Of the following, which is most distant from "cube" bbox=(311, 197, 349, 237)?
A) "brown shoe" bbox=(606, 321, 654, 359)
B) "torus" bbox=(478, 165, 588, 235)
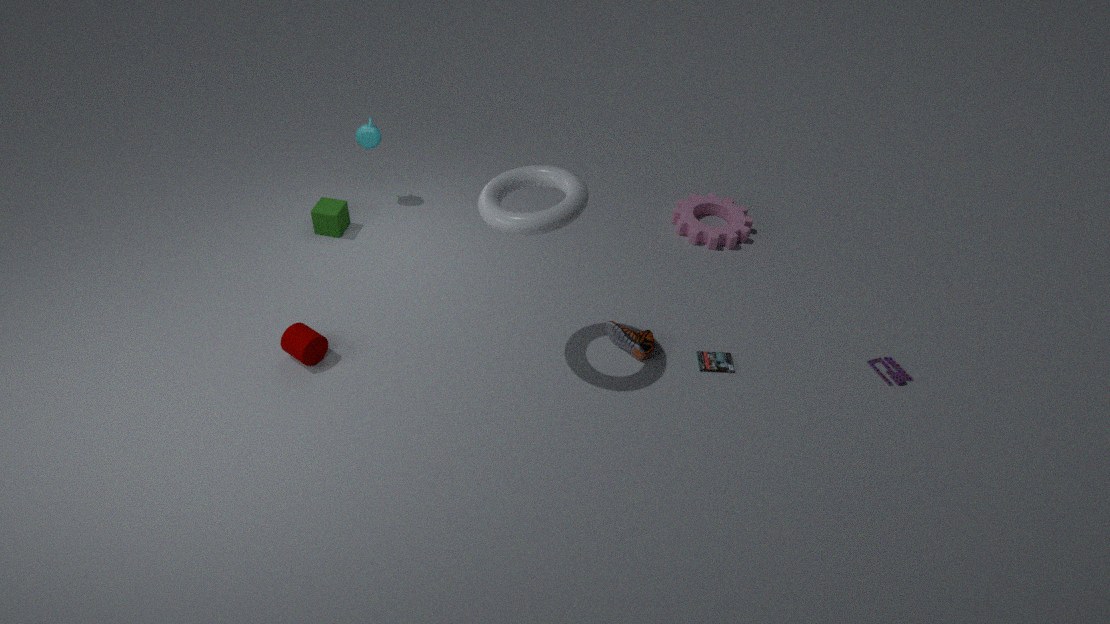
"brown shoe" bbox=(606, 321, 654, 359)
